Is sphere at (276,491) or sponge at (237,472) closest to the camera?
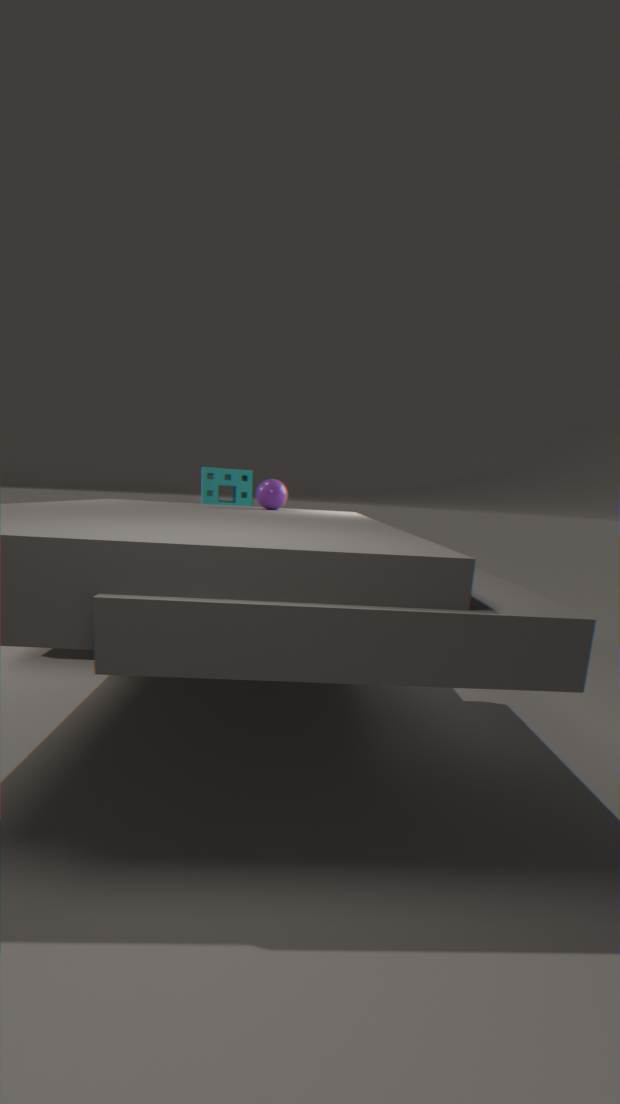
sphere at (276,491)
